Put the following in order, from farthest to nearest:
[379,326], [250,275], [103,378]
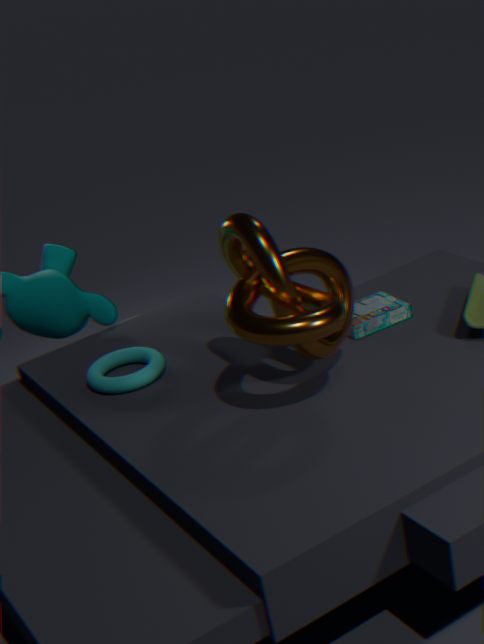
[379,326] < [103,378] < [250,275]
